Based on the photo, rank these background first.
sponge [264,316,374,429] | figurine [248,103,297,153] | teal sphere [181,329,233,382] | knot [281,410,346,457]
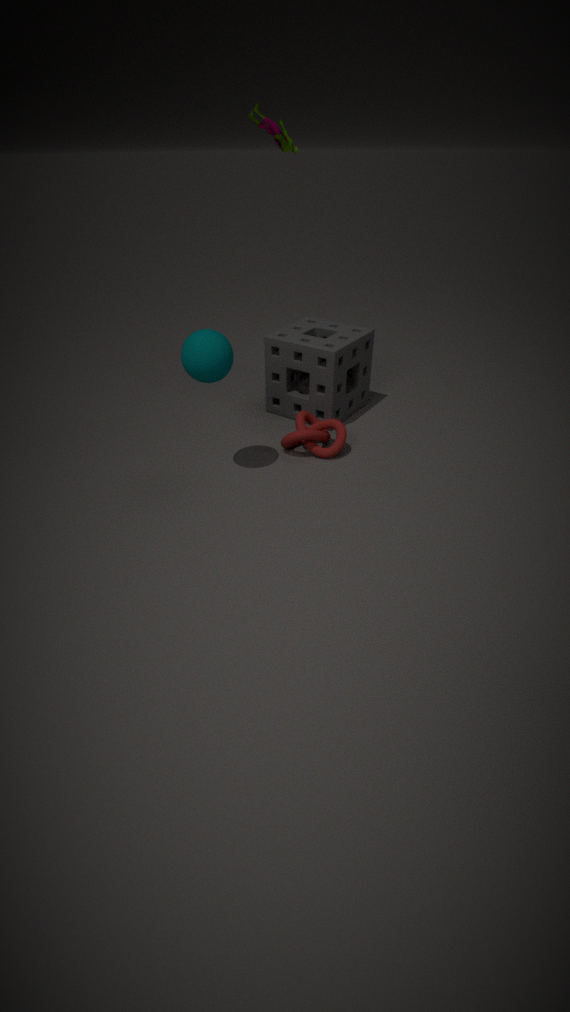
1. sponge [264,316,374,429]
2. figurine [248,103,297,153]
3. knot [281,410,346,457]
4. teal sphere [181,329,233,382]
